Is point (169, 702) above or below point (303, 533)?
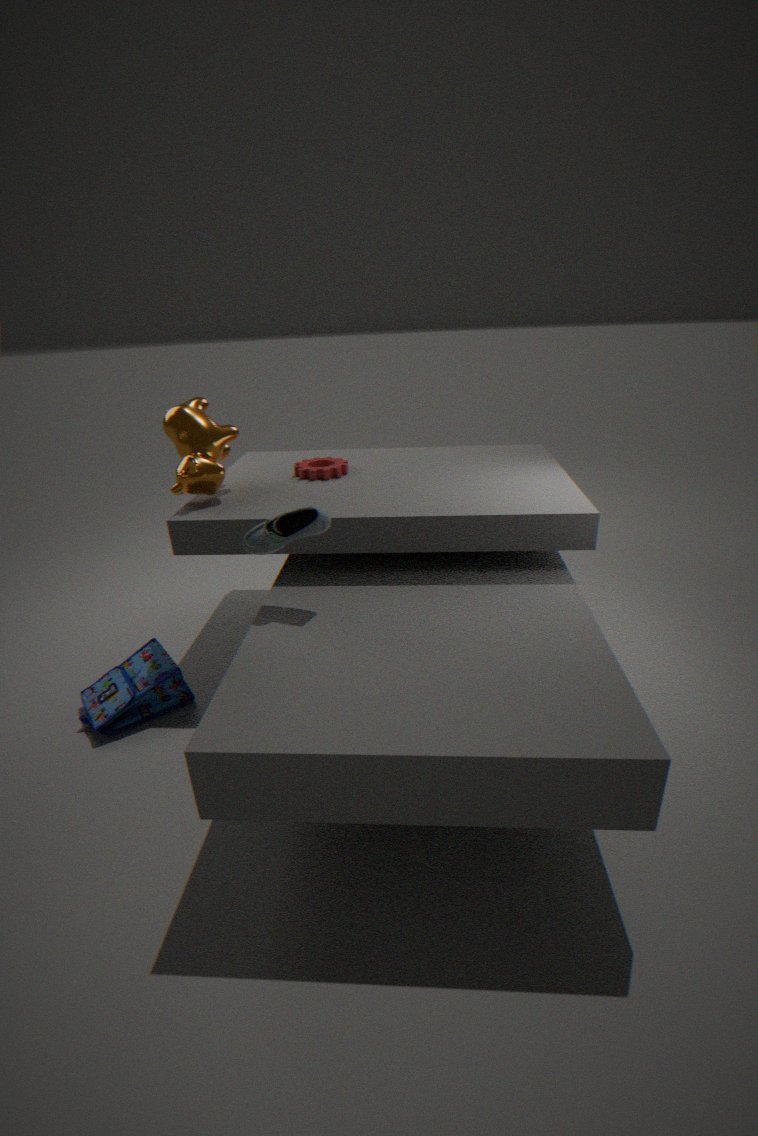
below
